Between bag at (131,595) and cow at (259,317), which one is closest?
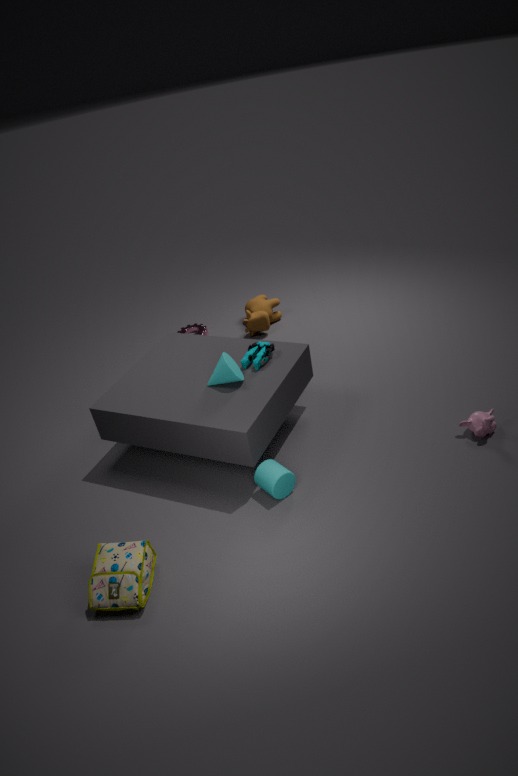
bag at (131,595)
